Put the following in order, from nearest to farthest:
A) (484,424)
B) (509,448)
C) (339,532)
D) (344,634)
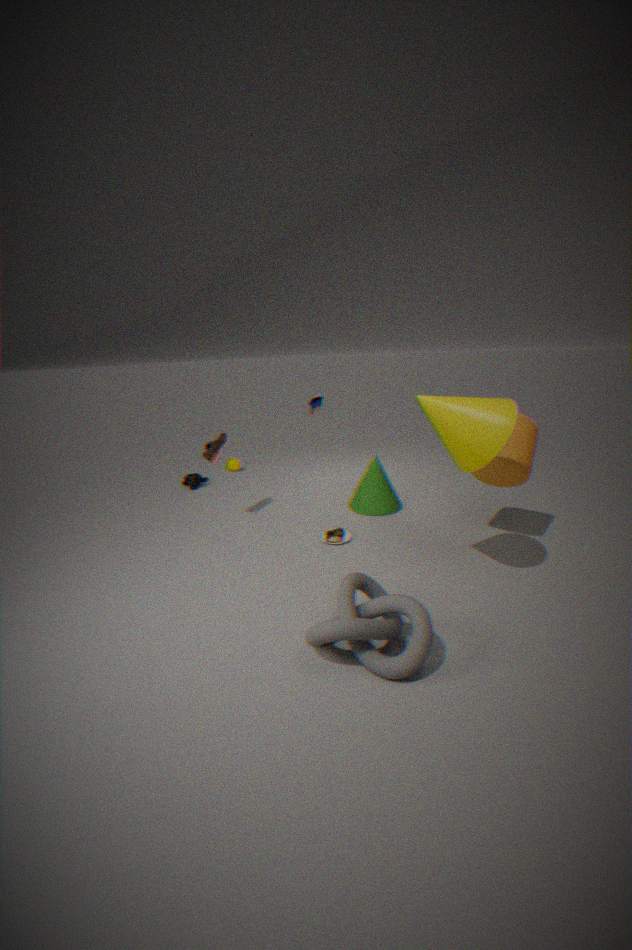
1. (344,634)
2. (484,424)
3. (509,448)
4. (339,532)
